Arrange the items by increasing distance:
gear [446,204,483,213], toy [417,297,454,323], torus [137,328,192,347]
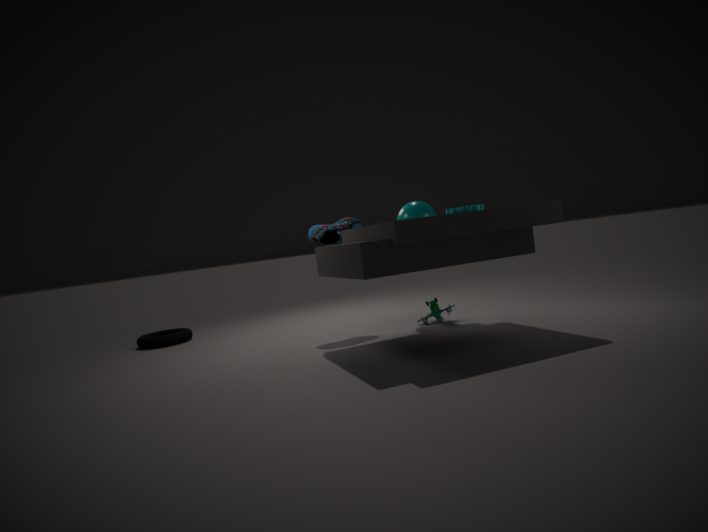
gear [446,204,483,213], toy [417,297,454,323], torus [137,328,192,347]
